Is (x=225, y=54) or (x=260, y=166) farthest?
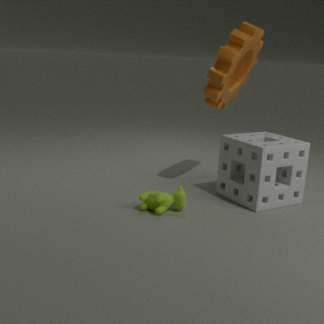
(x=225, y=54)
